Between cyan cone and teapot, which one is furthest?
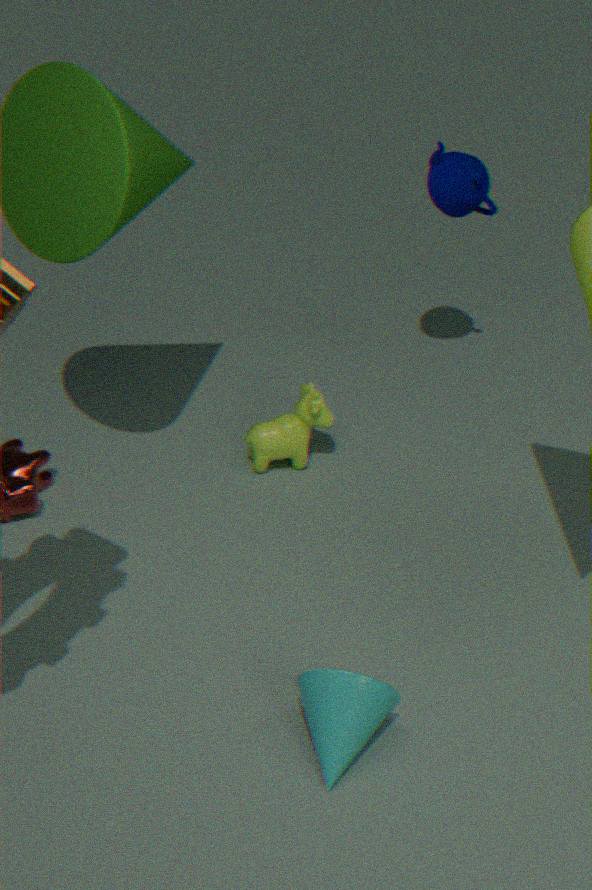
teapot
